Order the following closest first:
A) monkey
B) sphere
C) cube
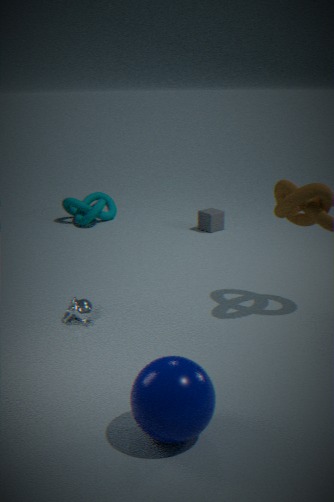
1. sphere
2. monkey
3. cube
